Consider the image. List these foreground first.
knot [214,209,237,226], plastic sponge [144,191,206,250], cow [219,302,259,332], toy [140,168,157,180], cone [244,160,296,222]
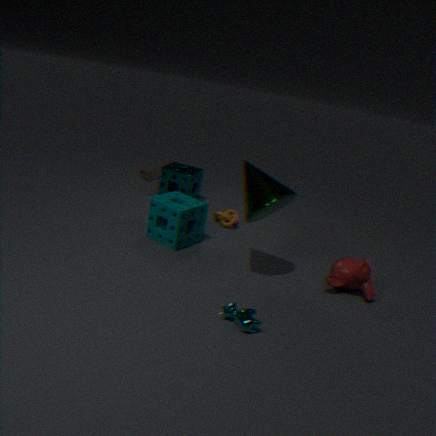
1. cow [219,302,259,332]
2. cone [244,160,296,222]
3. plastic sponge [144,191,206,250]
4. knot [214,209,237,226]
5. toy [140,168,157,180]
